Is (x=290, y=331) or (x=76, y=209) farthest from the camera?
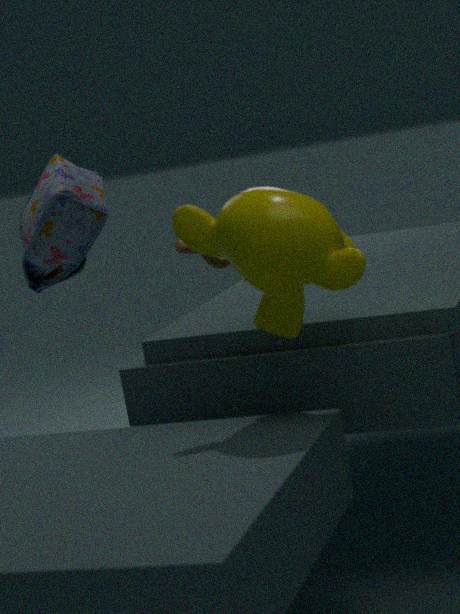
(x=76, y=209)
